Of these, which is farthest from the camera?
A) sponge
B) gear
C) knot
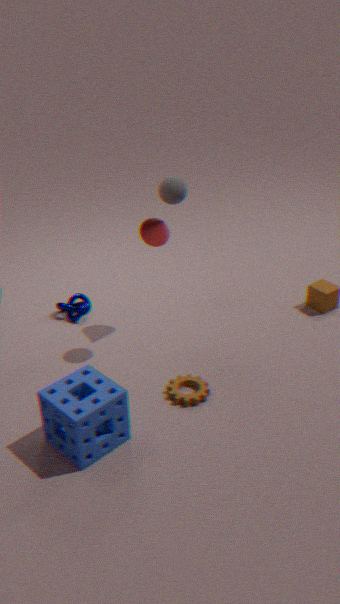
knot
